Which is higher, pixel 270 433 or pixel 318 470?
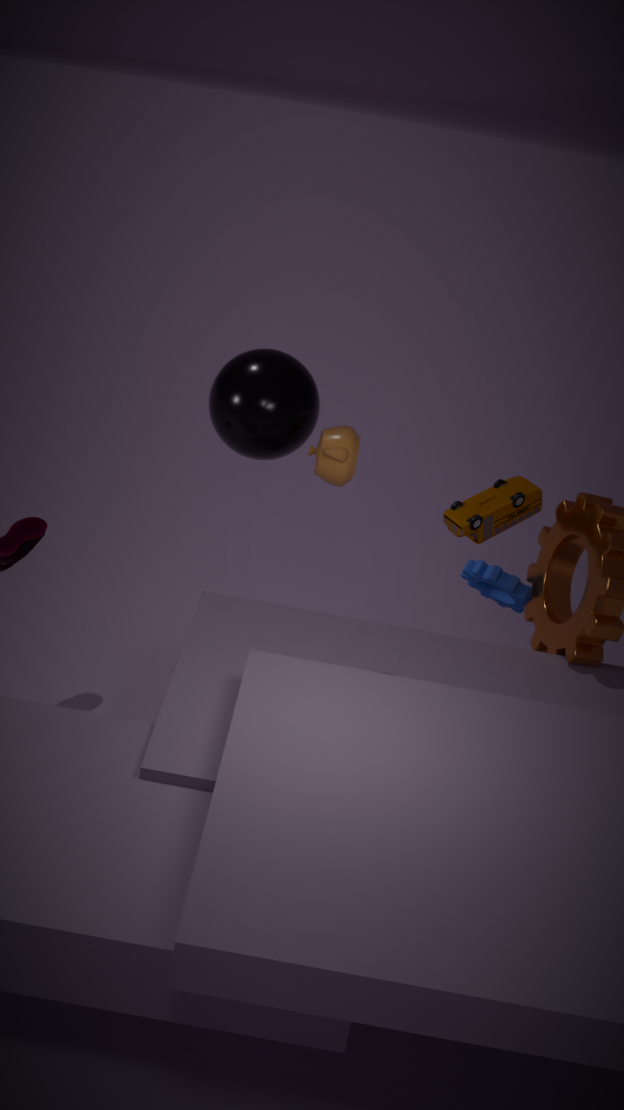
pixel 318 470
